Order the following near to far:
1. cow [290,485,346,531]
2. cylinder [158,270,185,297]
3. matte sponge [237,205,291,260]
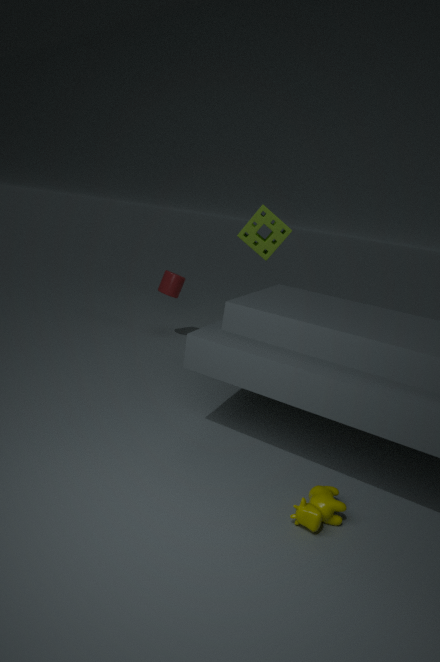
cow [290,485,346,531] < cylinder [158,270,185,297] < matte sponge [237,205,291,260]
